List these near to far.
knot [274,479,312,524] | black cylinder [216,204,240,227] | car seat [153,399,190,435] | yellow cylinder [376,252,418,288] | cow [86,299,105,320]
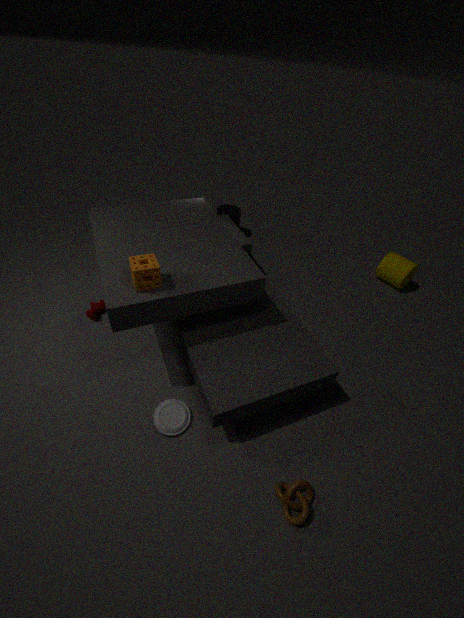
knot [274,479,312,524] → car seat [153,399,190,435] → cow [86,299,105,320] → yellow cylinder [376,252,418,288] → black cylinder [216,204,240,227]
